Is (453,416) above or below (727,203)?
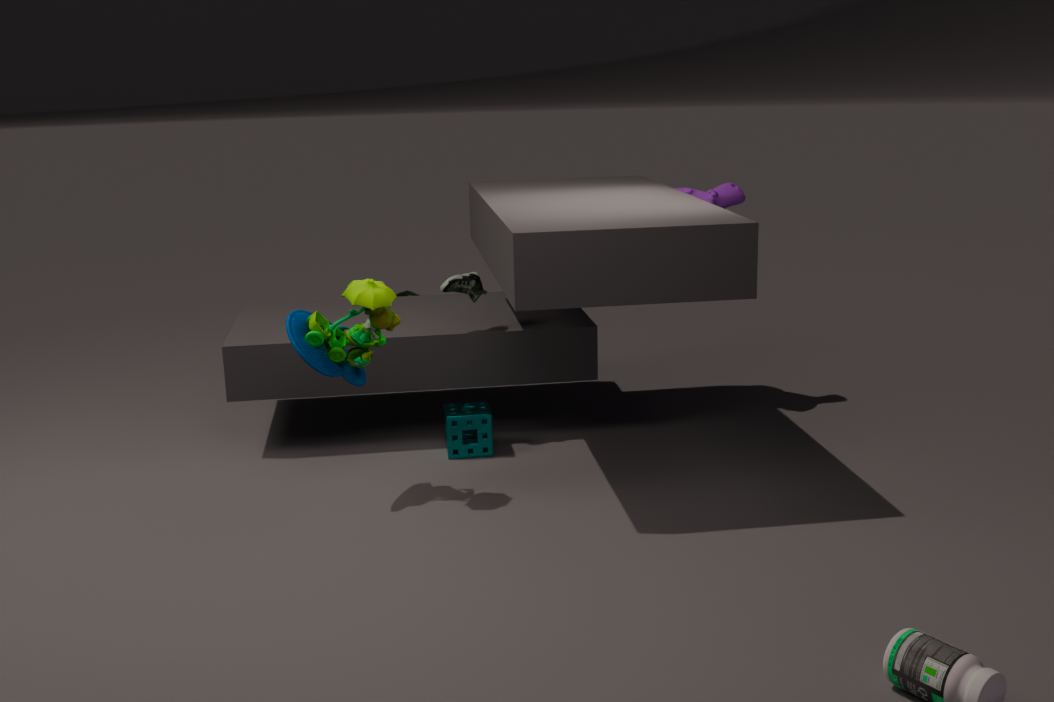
below
